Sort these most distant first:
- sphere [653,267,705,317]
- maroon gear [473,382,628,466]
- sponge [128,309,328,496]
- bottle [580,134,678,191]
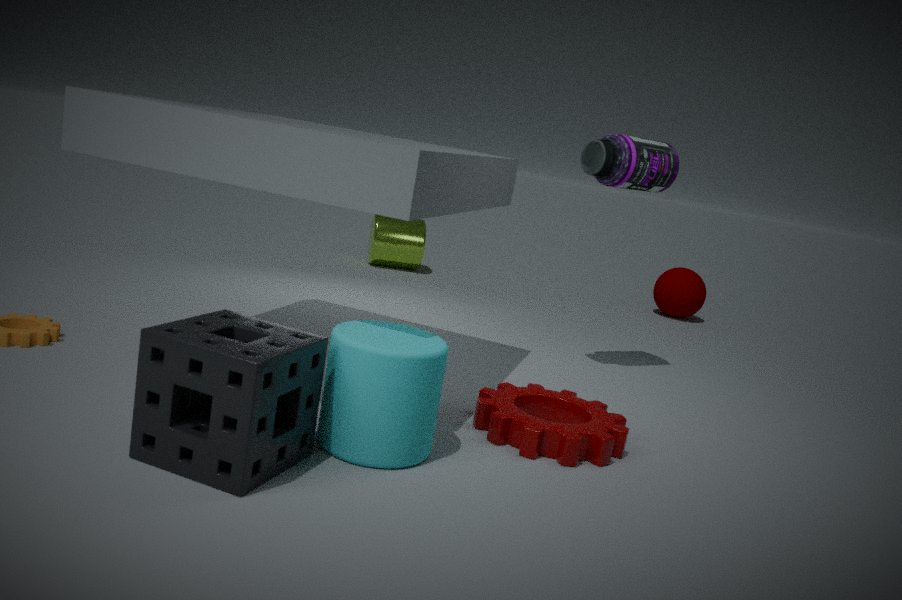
sphere [653,267,705,317] → bottle [580,134,678,191] → maroon gear [473,382,628,466] → sponge [128,309,328,496]
